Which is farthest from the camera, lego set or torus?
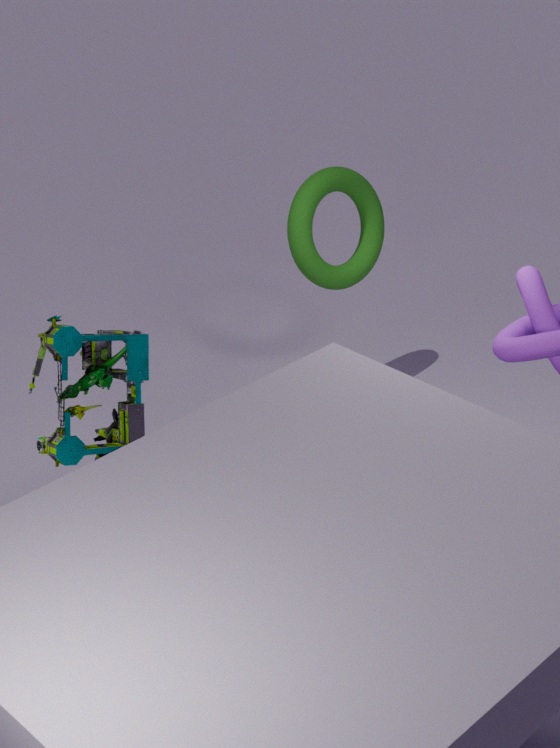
torus
